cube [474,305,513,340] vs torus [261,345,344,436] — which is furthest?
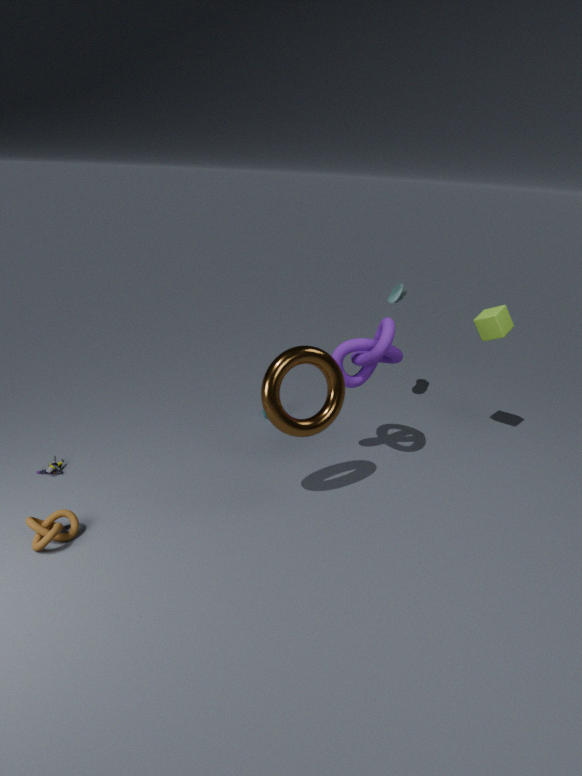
cube [474,305,513,340]
